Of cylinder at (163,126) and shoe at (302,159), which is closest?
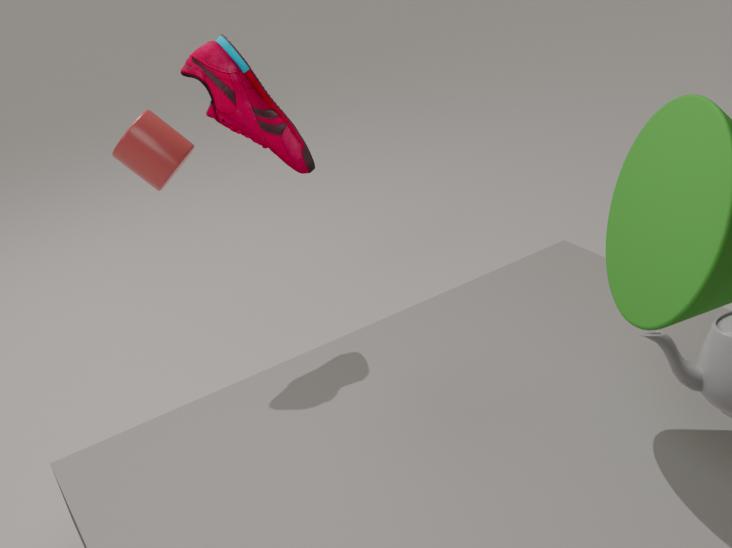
shoe at (302,159)
